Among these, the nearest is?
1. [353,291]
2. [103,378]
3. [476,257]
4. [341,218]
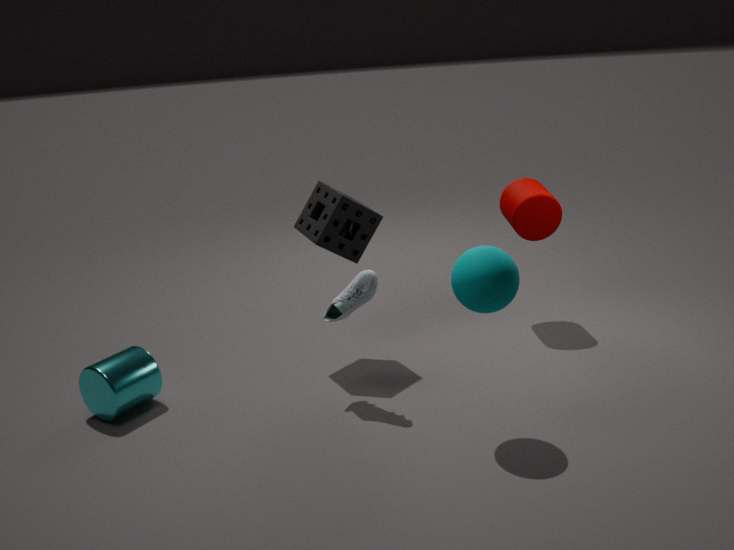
[476,257]
